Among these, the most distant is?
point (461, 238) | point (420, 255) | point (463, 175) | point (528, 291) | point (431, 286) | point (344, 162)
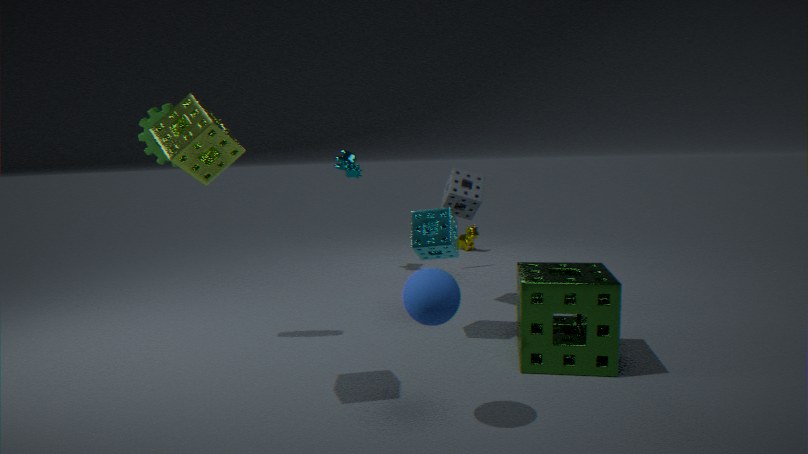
point (461, 238)
